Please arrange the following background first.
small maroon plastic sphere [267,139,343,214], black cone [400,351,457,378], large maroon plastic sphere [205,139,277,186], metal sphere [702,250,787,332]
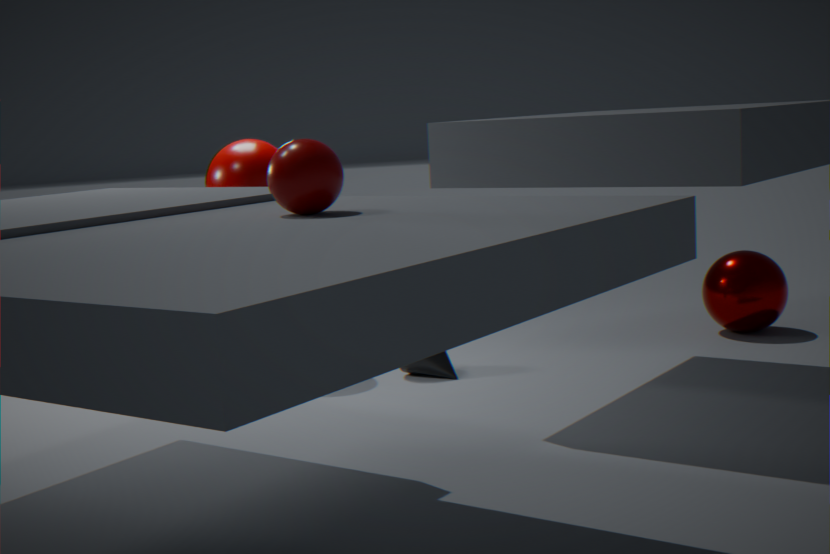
metal sphere [702,250,787,332] → large maroon plastic sphere [205,139,277,186] → black cone [400,351,457,378] → small maroon plastic sphere [267,139,343,214]
